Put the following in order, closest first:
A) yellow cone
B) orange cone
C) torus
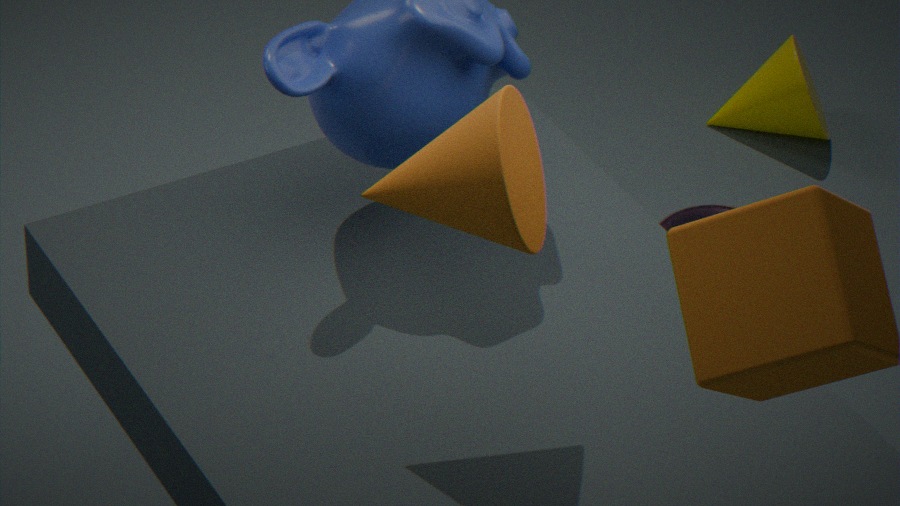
orange cone < torus < yellow cone
